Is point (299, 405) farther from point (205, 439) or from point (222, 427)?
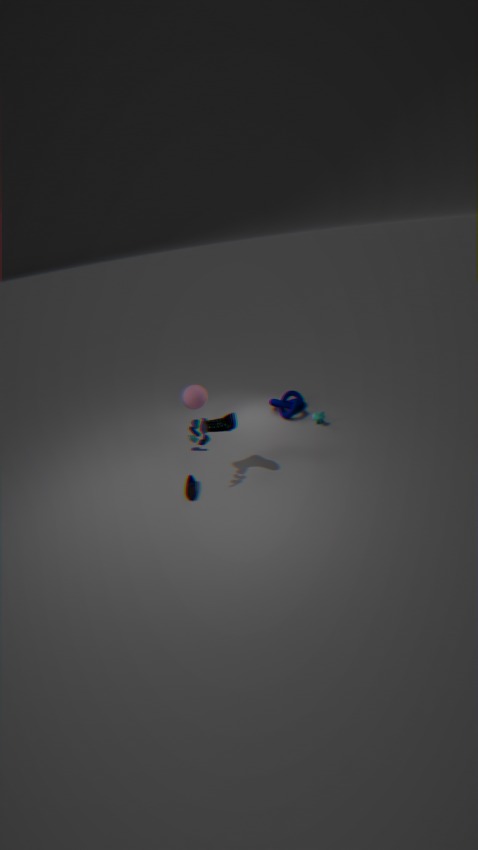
point (205, 439)
